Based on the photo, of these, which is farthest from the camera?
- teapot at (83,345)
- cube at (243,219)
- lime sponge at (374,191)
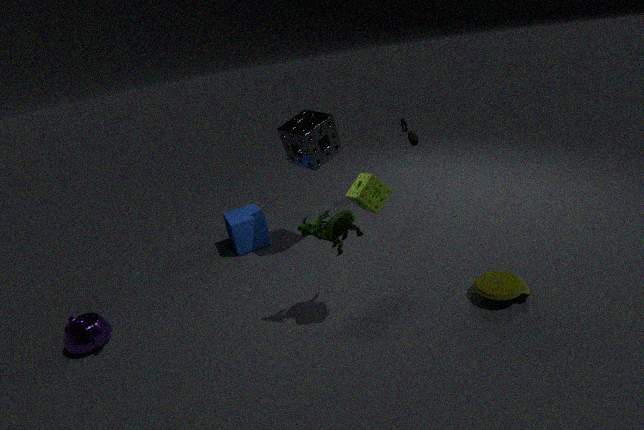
cube at (243,219)
